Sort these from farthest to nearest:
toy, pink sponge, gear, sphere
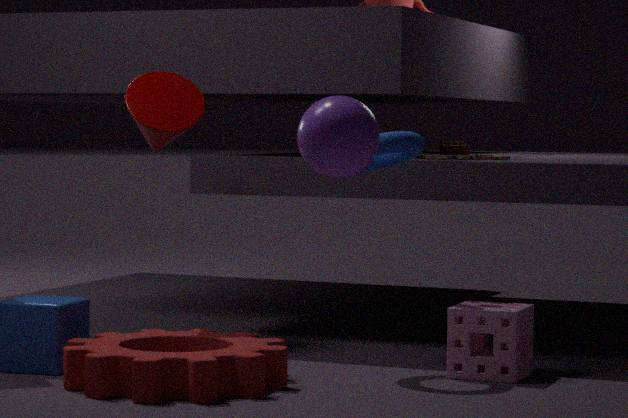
toy < pink sponge < gear < sphere
